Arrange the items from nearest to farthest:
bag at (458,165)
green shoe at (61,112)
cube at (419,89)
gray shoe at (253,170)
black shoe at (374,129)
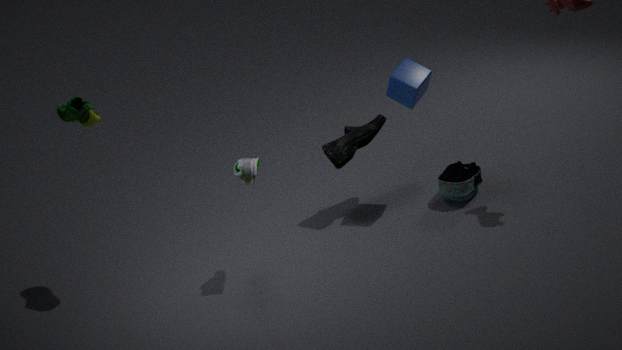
gray shoe at (253,170), green shoe at (61,112), cube at (419,89), black shoe at (374,129), bag at (458,165)
